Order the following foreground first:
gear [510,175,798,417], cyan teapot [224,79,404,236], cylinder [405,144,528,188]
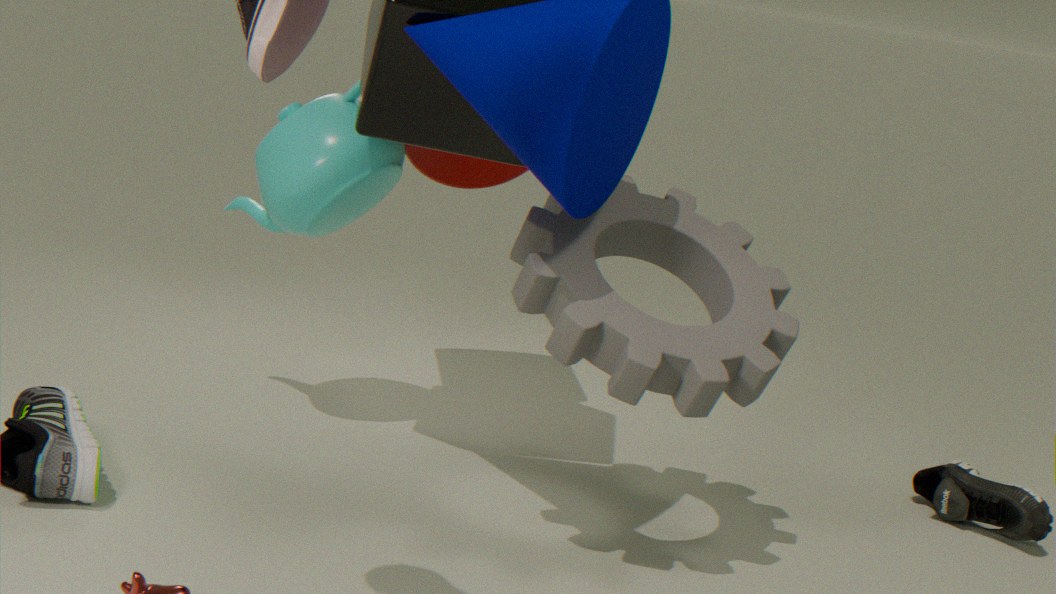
gear [510,175,798,417]
cyan teapot [224,79,404,236]
cylinder [405,144,528,188]
